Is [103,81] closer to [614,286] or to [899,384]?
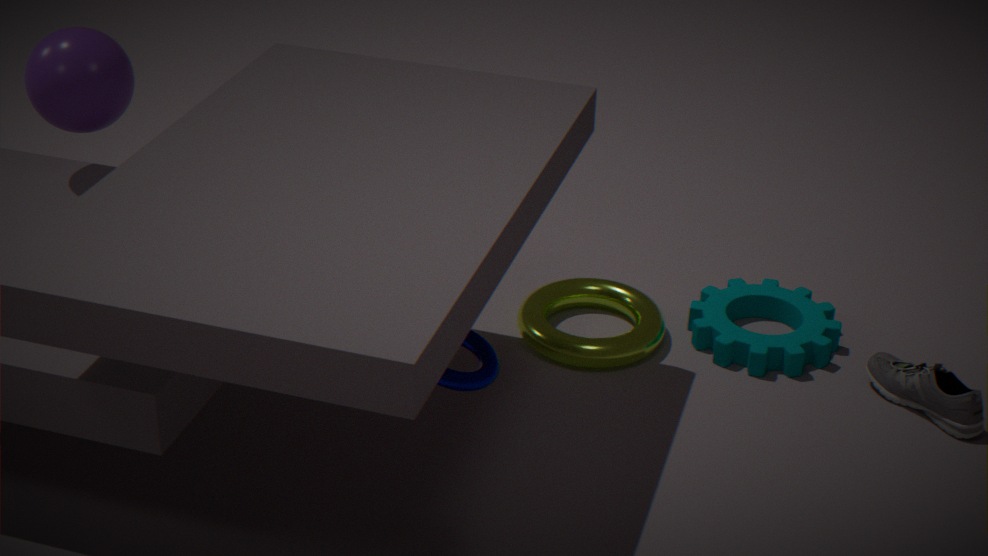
[614,286]
